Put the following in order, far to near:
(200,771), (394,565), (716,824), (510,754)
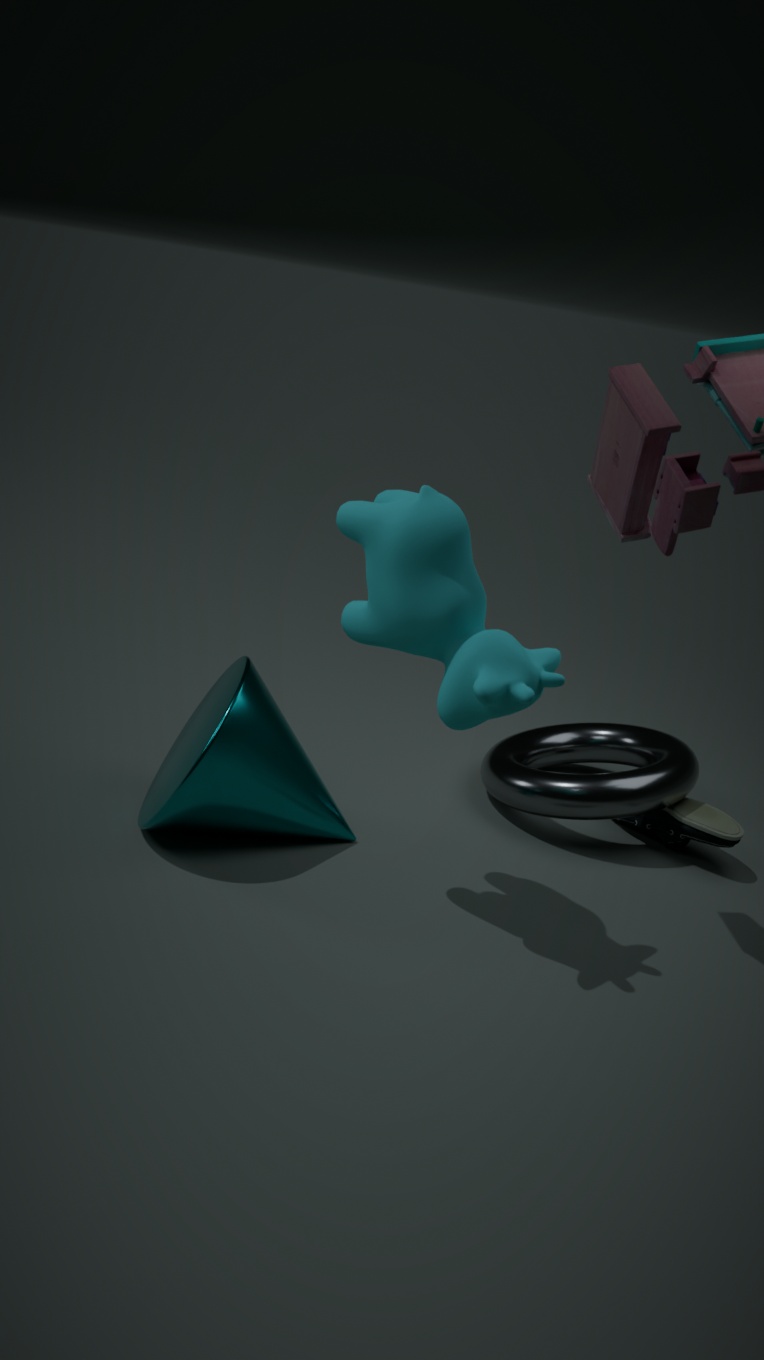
(510,754)
(716,824)
(200,771)
(394,565)
